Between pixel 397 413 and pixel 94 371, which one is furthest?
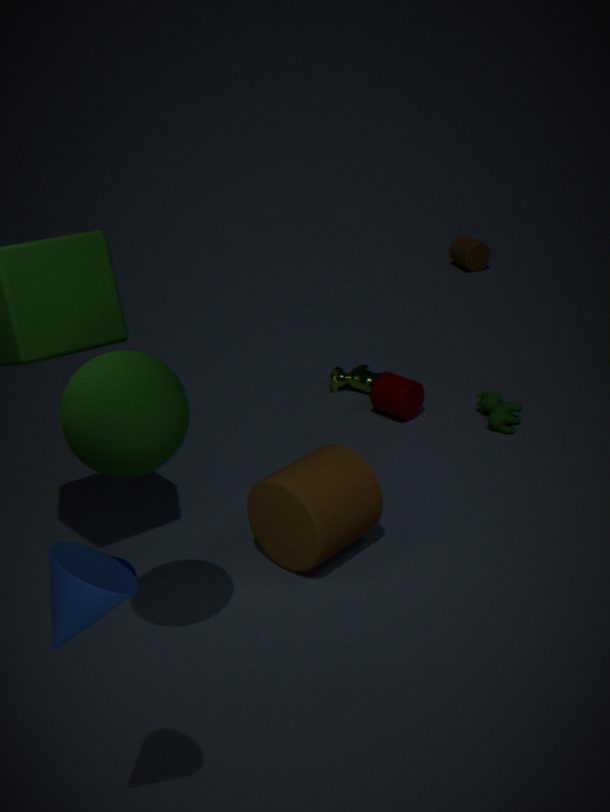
pixel 397 413
